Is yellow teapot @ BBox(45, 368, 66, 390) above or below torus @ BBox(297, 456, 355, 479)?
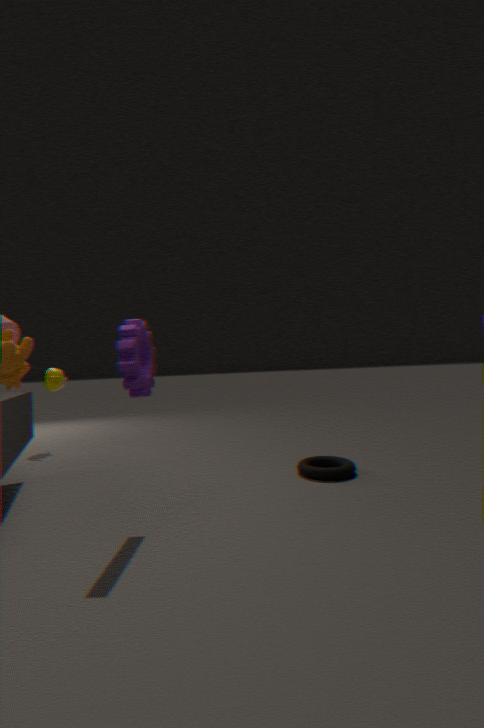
above
